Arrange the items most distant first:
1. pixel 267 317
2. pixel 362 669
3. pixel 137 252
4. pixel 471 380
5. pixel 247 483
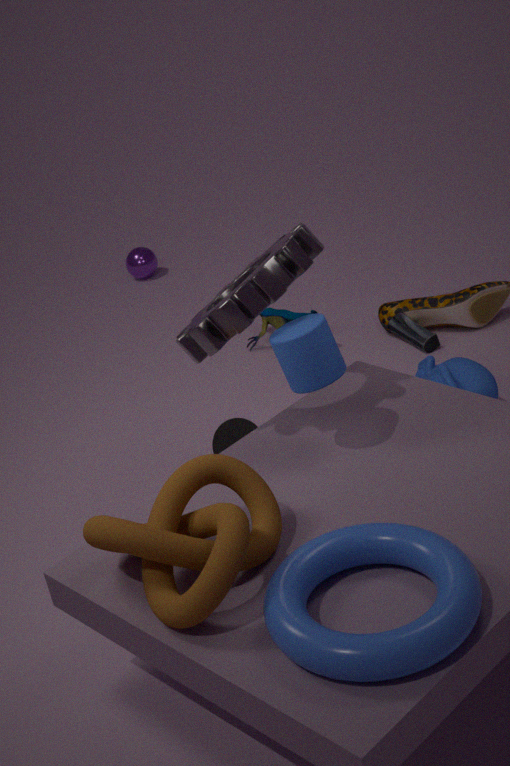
pixel 137 252 → pixel 267 317 → pixel 471 380 → pixel 247 483 → pixel 362 669
